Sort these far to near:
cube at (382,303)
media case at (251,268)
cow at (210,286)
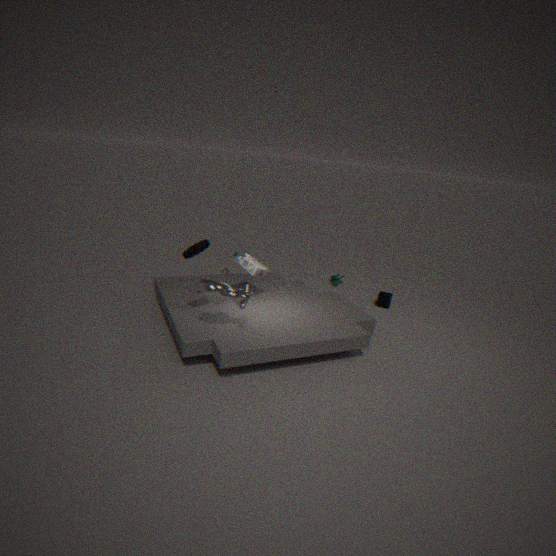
cube at (382,303)
media case at (251,268)
cow at (210,286)
